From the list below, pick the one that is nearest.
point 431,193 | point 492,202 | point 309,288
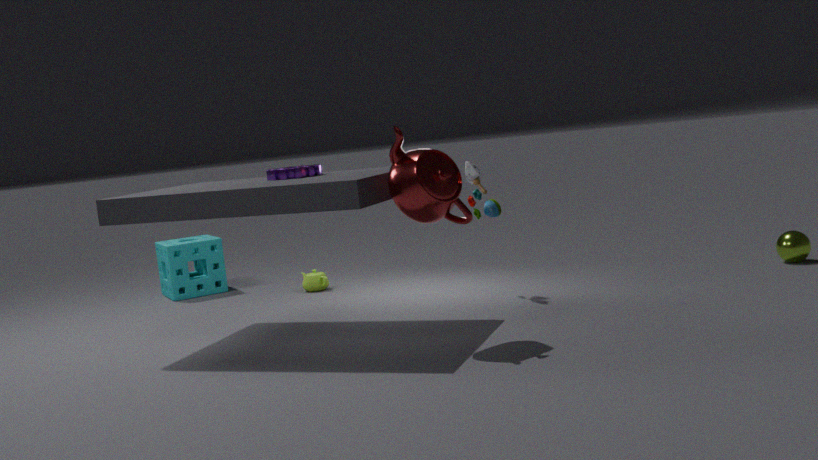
point 431,193
